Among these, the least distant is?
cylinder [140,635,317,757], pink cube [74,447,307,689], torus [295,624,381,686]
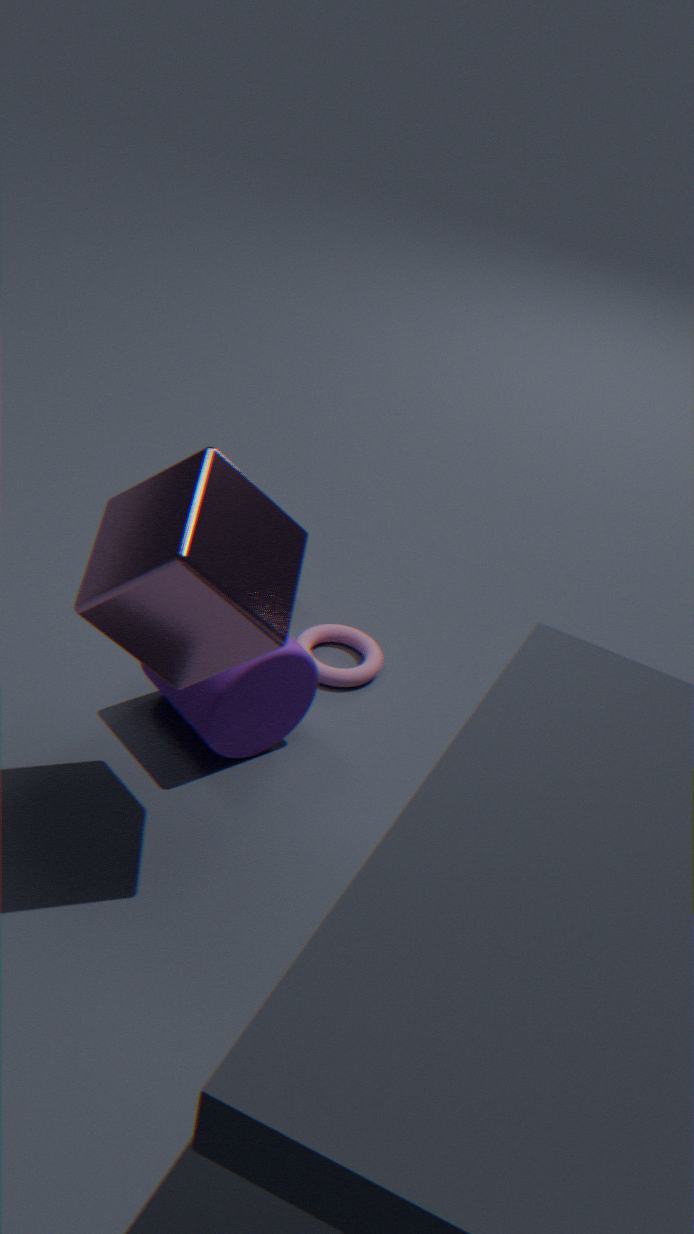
pink cube [74,447,307,689]
